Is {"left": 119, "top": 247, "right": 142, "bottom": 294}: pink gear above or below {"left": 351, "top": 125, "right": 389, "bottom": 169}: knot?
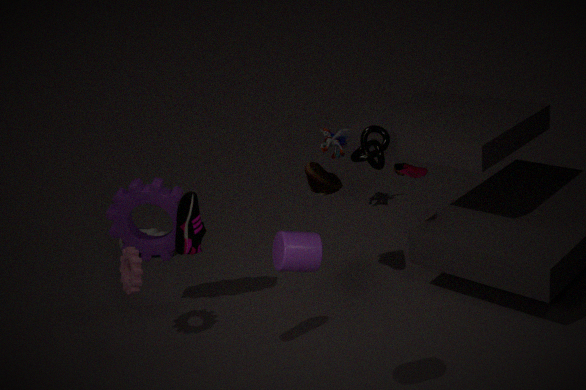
below
